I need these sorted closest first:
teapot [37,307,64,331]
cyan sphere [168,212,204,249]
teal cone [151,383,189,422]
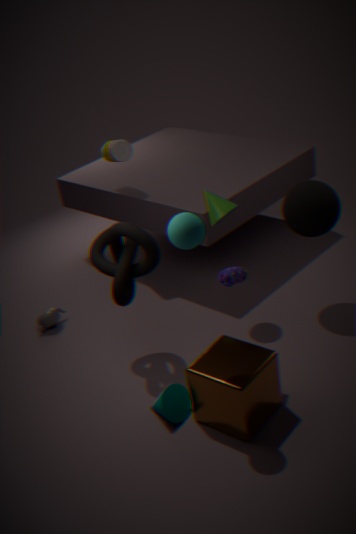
cyan sphere [168,212,204,249]
teal cone [151,383,189,422]
teapot [37,307,64,331]
